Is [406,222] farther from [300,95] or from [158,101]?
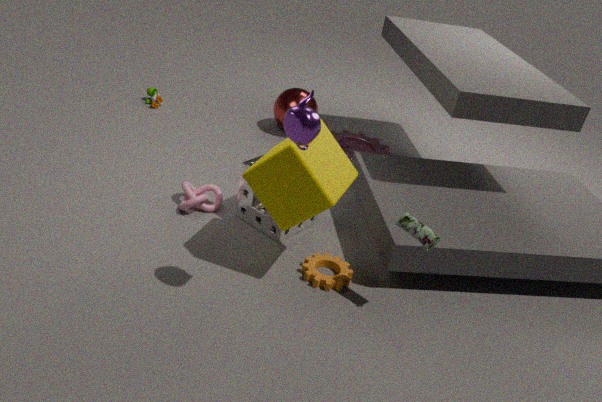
[158,101]
